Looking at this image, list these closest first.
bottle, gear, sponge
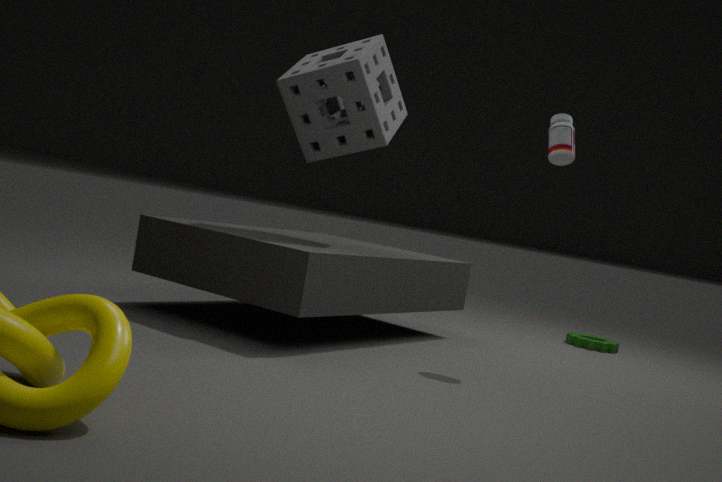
1. bottle
2. sponge
3. gear
